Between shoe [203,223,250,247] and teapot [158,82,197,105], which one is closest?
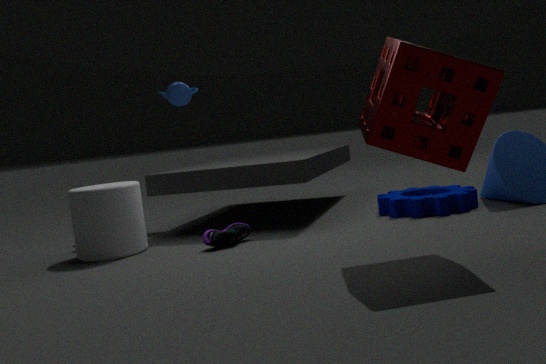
shoe [203,223,250,247]
